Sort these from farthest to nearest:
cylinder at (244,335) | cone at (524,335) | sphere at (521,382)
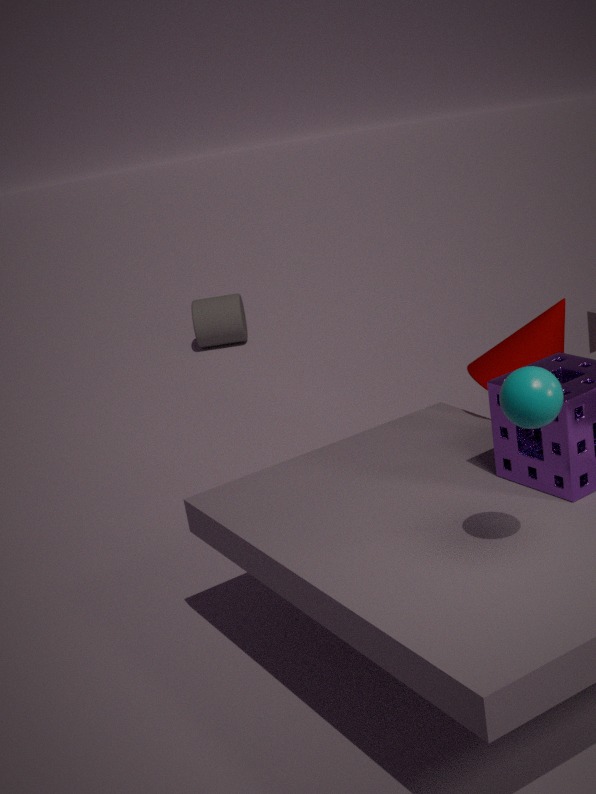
cylinder at (244,335) < cone at (524,335) < sphere at (521,382)
